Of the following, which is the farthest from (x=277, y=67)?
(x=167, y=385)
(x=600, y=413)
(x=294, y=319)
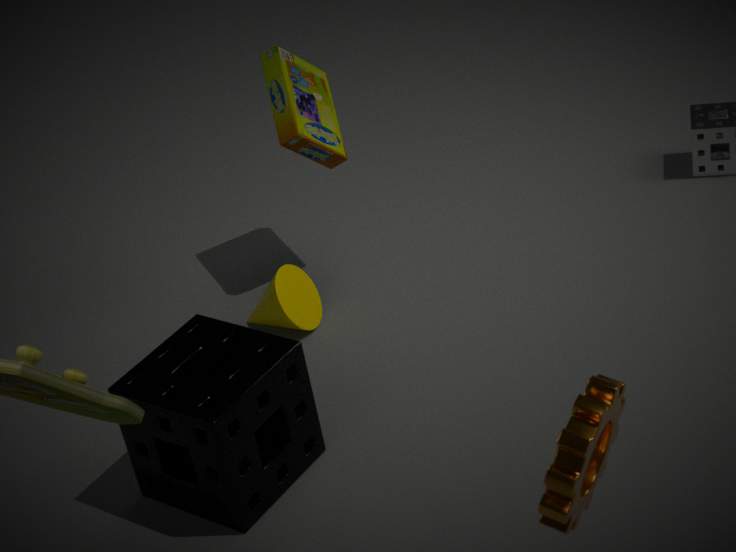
(x=600, y=413)
